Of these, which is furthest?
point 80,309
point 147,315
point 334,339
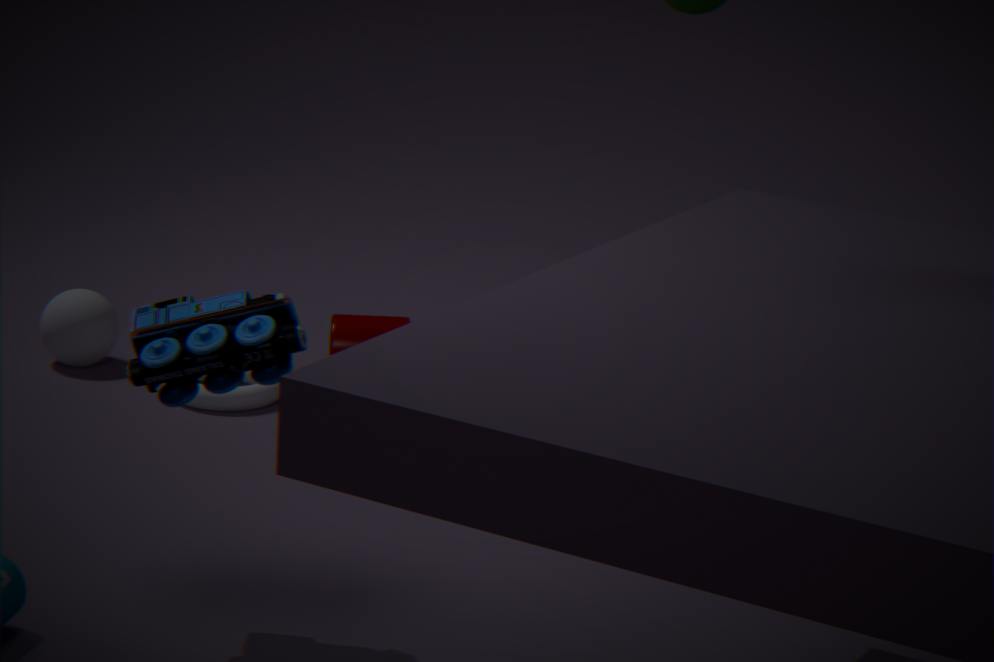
point 80,309
